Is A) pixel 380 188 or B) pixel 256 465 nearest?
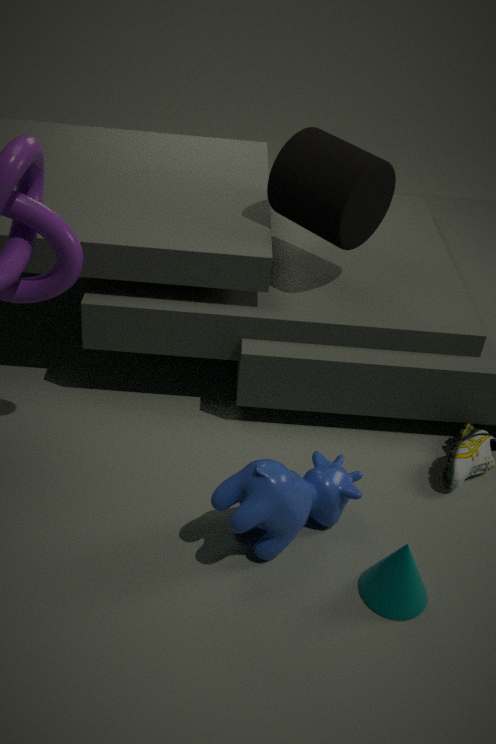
B. pixel 256 465
